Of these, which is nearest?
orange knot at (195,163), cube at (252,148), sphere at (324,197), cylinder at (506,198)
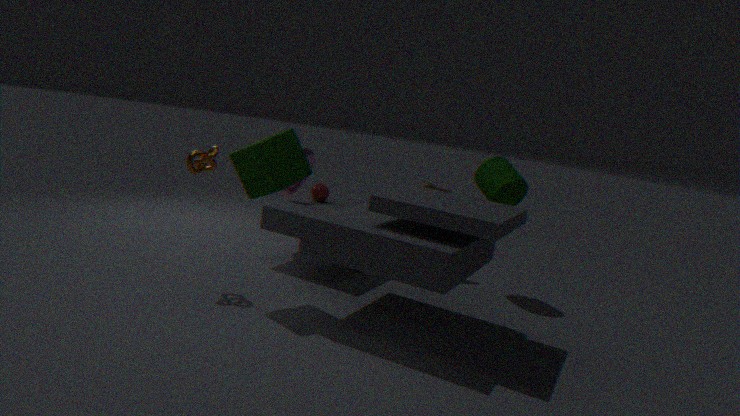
cube at (252,148)
